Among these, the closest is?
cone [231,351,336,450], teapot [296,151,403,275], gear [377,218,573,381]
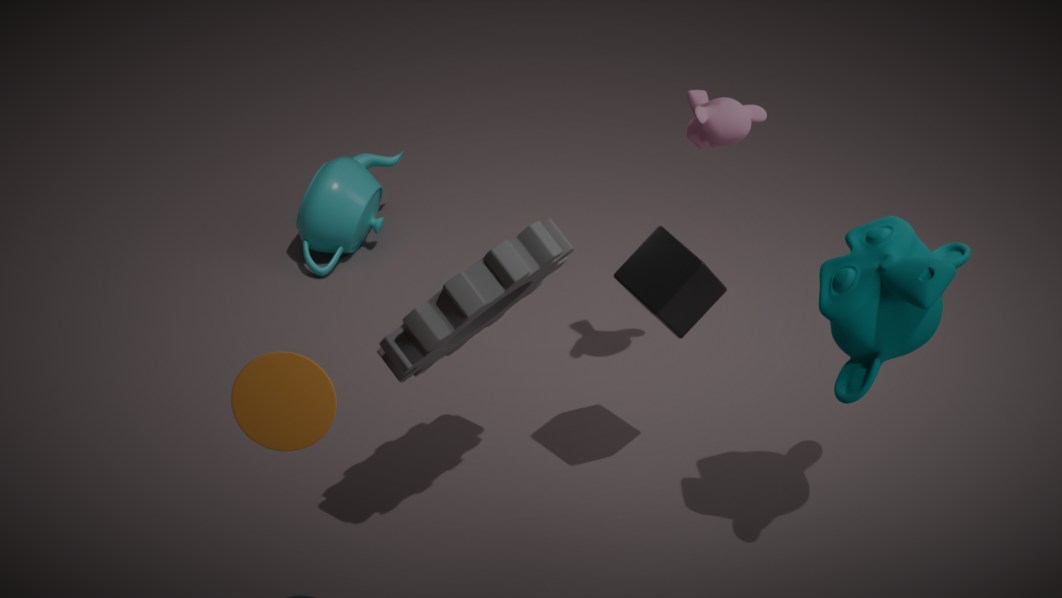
cone [231,351,336,450]
